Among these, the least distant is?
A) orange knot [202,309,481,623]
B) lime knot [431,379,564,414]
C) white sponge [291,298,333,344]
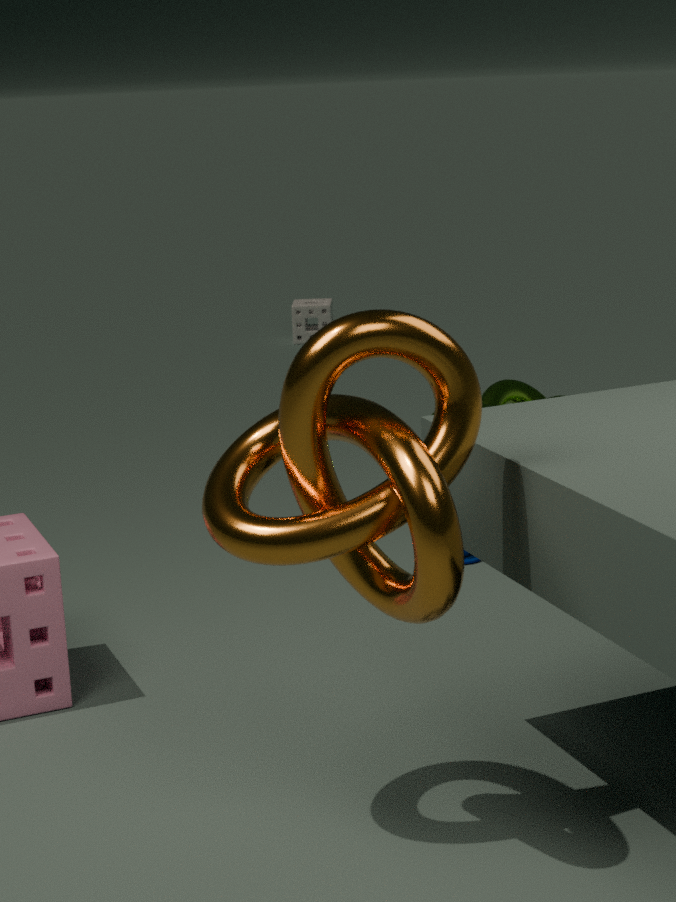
orange knot [202,309,481,623]
